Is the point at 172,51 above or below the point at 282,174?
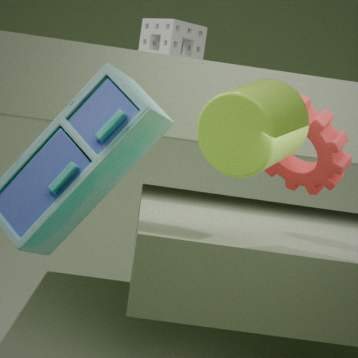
above
